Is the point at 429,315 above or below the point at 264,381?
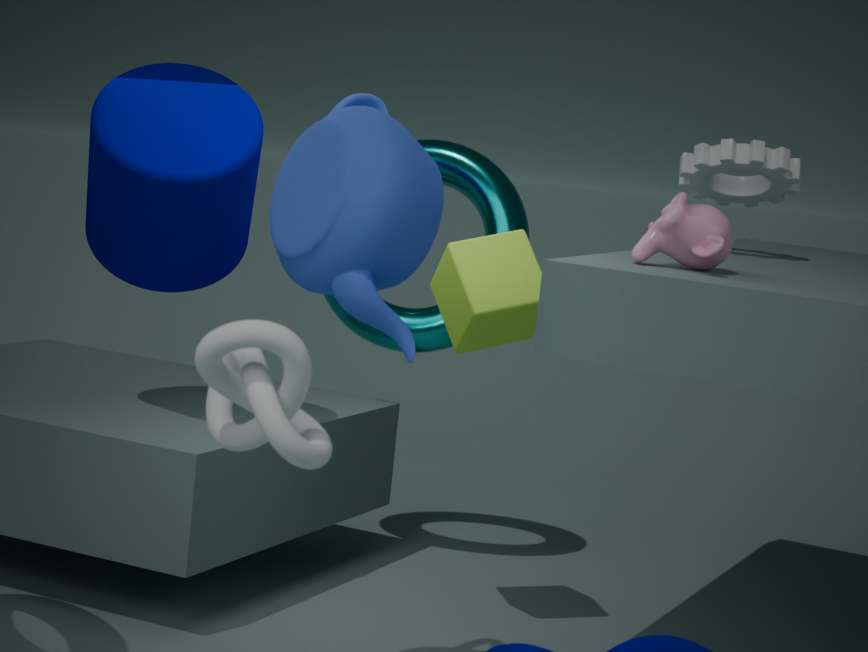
above
